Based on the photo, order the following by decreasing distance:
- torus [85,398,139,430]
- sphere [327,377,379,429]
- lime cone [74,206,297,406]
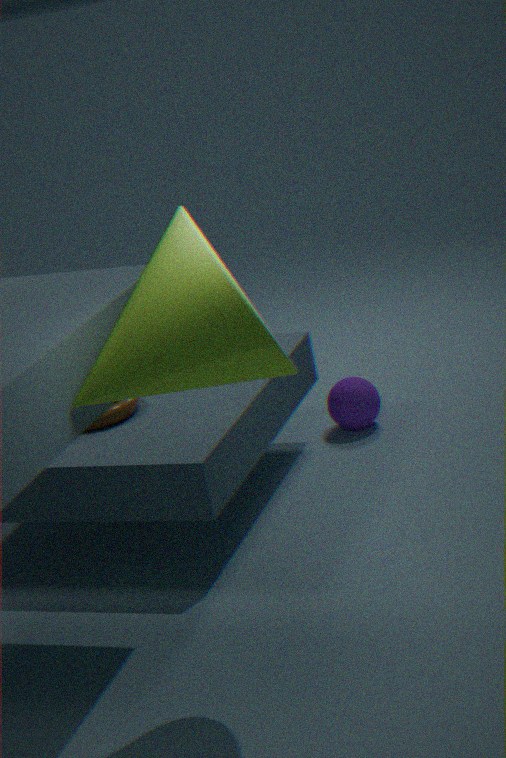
sphere [327,377,379,429] → torus [85,398,139,430] → lime cone [74,206,297,406]
